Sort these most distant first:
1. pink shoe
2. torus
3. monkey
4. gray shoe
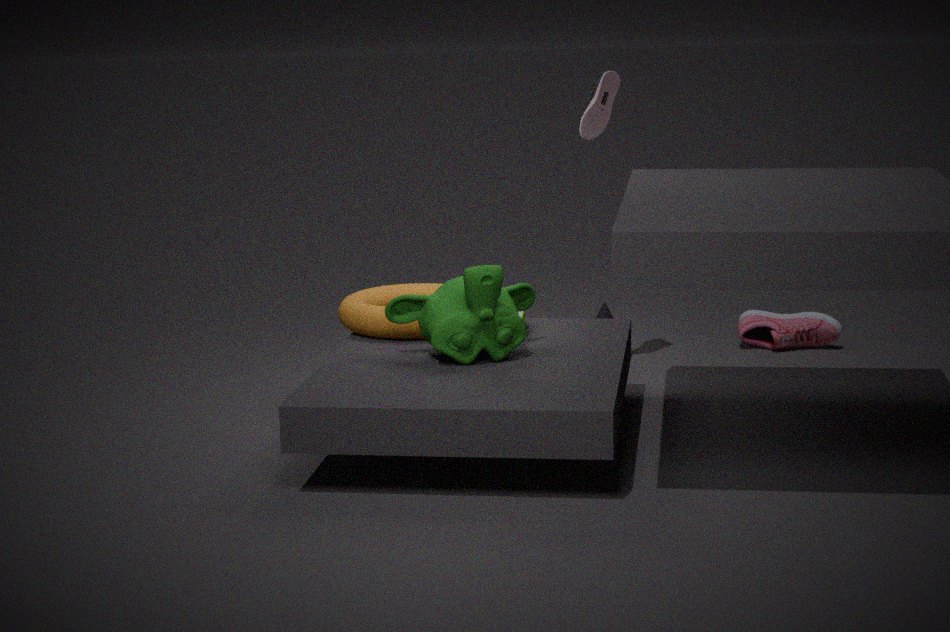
pink shoe, gray shoe, torus, monkey
